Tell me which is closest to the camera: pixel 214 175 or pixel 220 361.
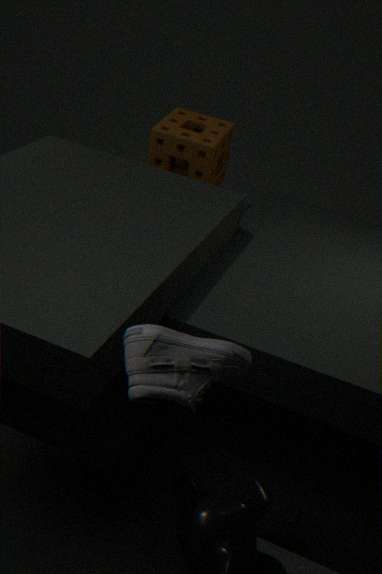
pixel 220 361
